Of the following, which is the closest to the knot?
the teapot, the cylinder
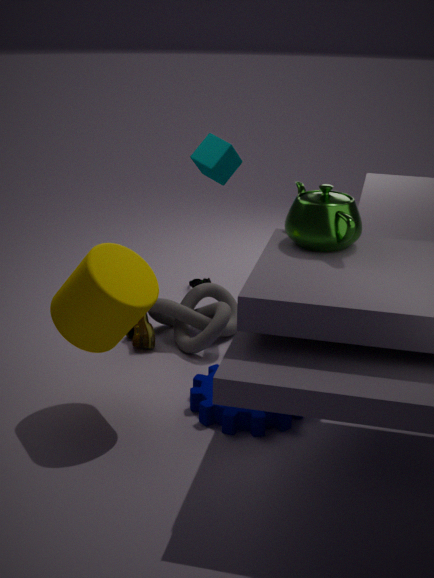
the cylinder
